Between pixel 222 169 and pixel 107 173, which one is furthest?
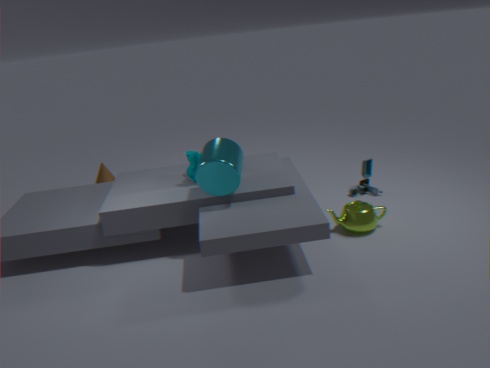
pixel 107 173
